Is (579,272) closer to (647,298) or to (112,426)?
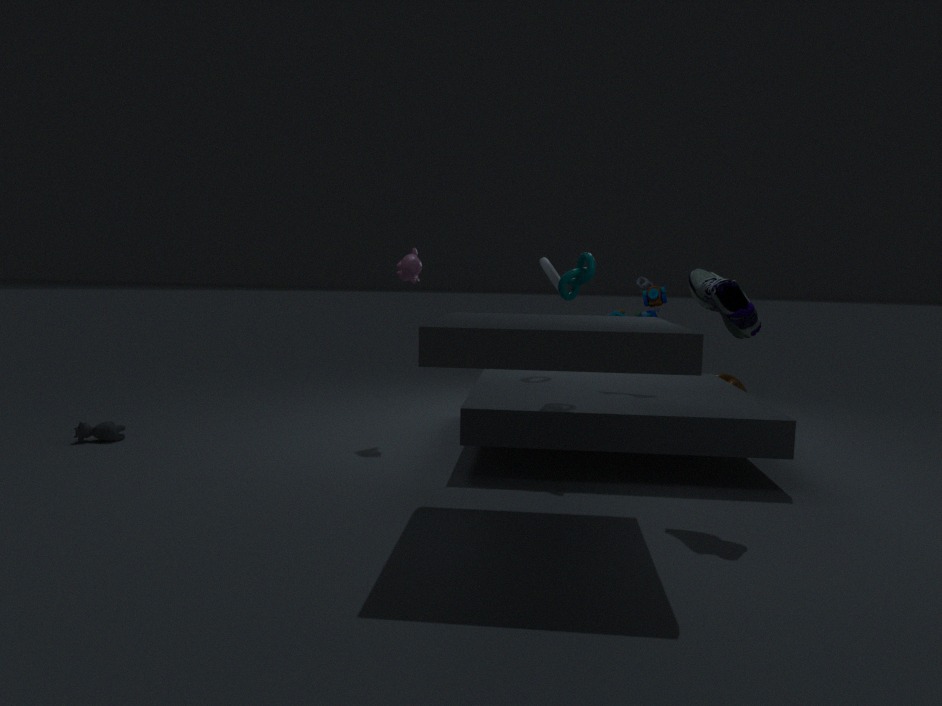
(647,298)
